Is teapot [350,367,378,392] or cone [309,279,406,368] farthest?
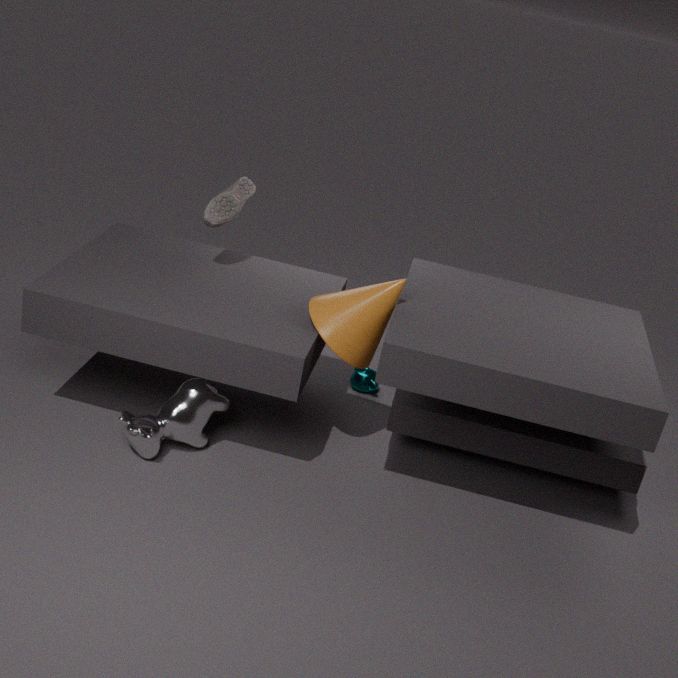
teapot [350,367,378,392]
